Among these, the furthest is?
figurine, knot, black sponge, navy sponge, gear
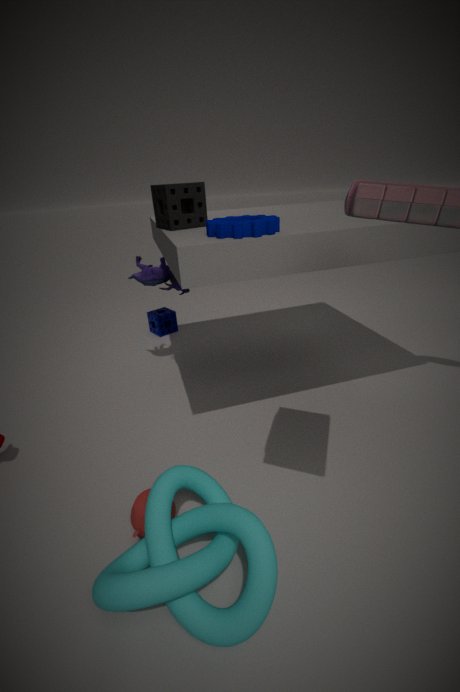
navy sponge
